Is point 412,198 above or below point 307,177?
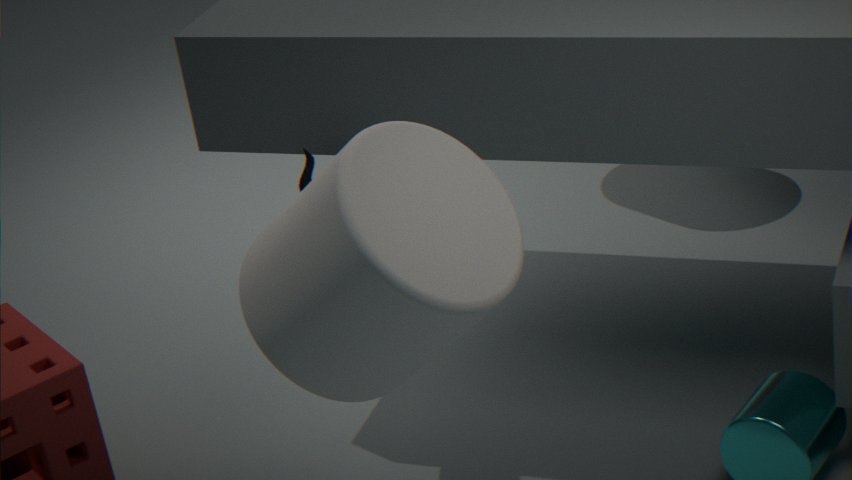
above
